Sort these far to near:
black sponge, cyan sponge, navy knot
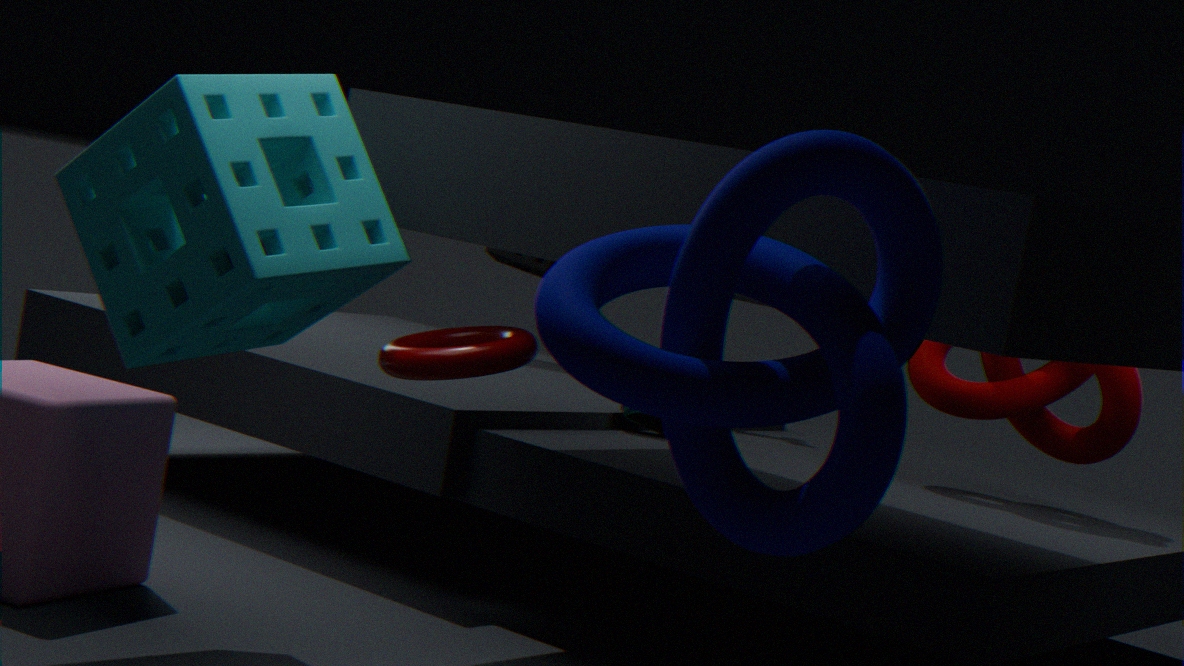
black sponge
cyan sponge
navy knot
